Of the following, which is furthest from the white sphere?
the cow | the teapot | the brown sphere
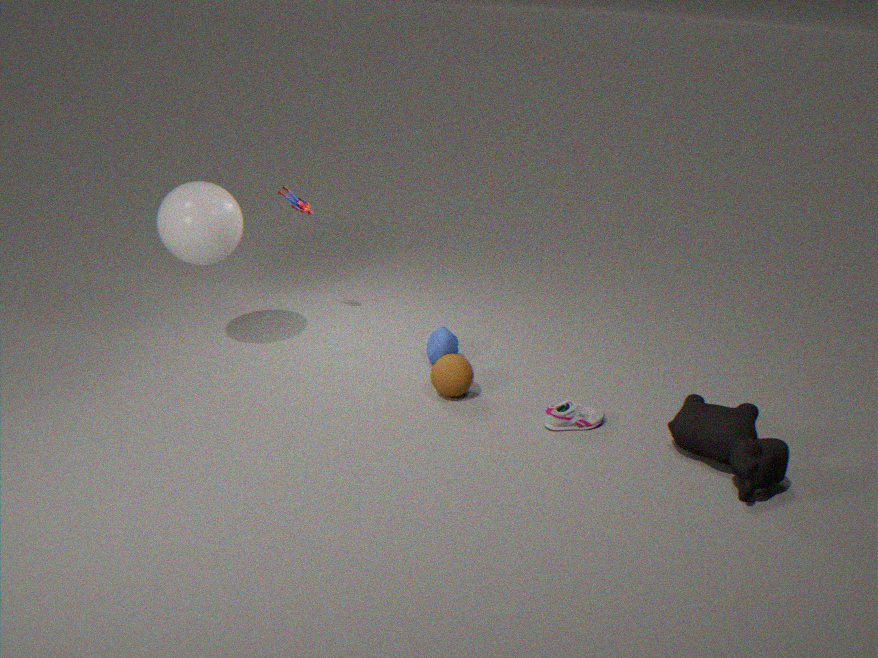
the cow
